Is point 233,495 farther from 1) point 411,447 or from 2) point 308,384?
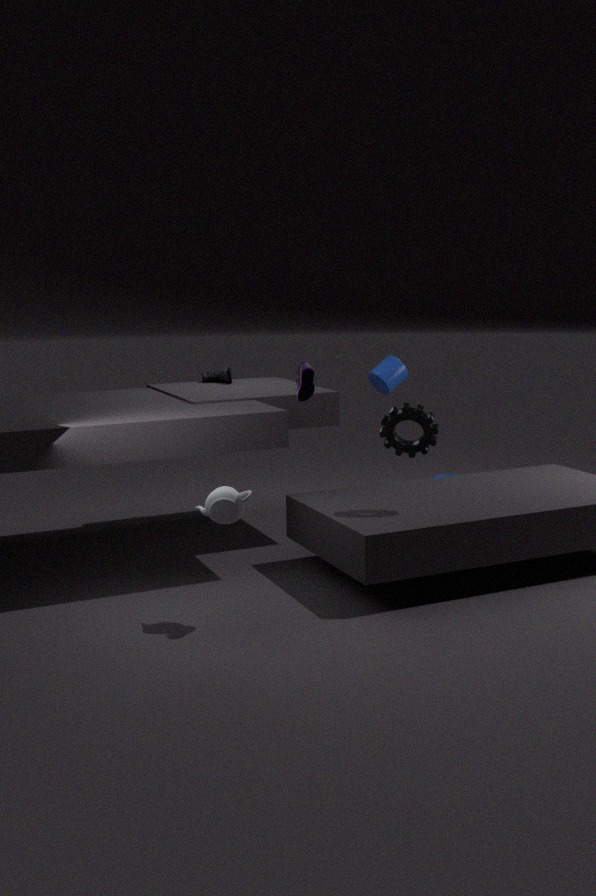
1) point 411,447
